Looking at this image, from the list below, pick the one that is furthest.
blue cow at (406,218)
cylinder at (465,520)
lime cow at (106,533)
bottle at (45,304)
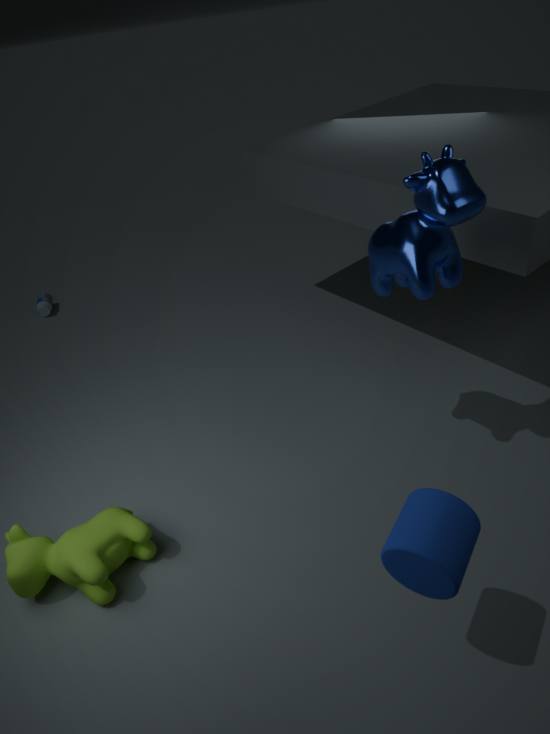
bottle at (45,304)
